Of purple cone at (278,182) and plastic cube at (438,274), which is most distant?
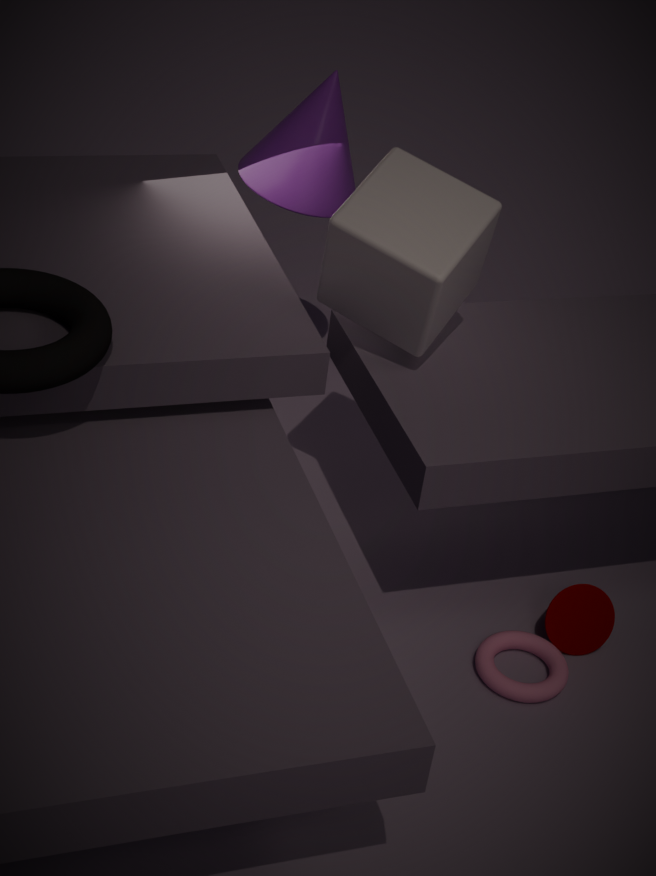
purple cone at (278,182)
